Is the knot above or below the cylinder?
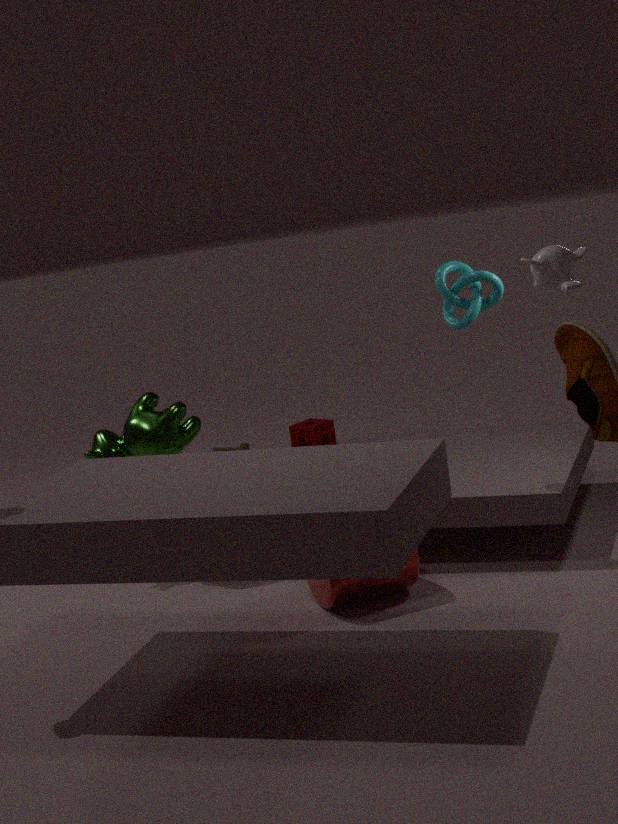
above
